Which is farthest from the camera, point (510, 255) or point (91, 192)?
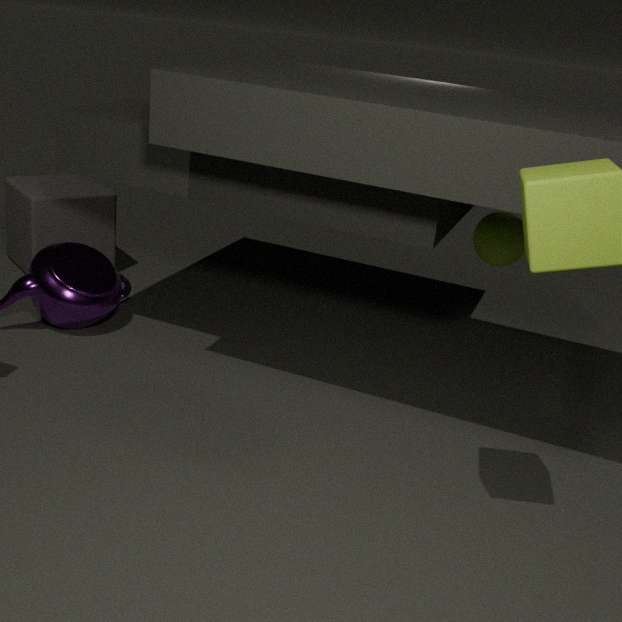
point (91, 192)
